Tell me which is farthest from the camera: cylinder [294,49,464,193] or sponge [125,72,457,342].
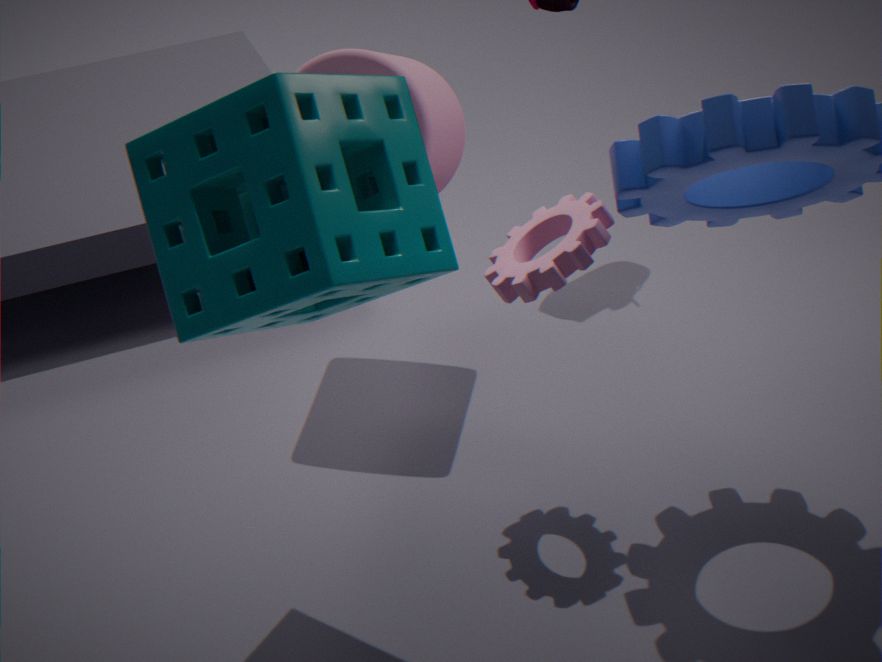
cylinder [294,49,464,193]
